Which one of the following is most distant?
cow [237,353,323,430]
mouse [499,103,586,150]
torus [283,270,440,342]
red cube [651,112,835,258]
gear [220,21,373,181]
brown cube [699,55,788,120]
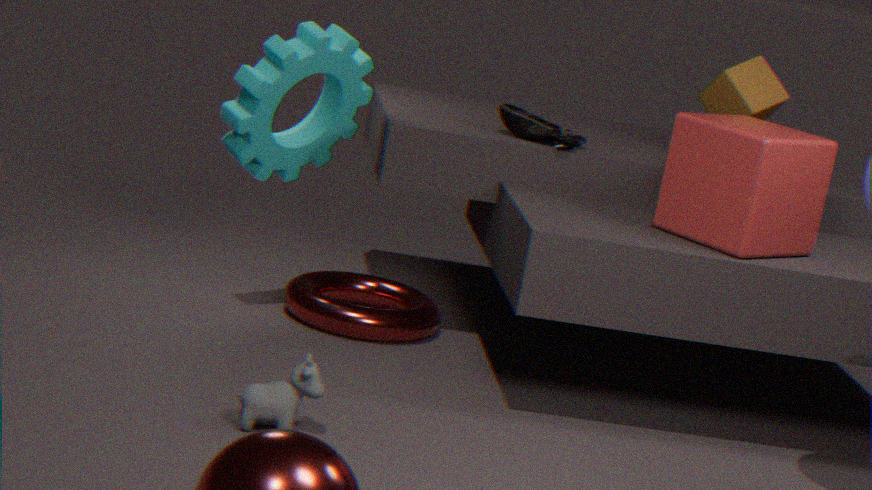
brown cube [699,55,788,120]
